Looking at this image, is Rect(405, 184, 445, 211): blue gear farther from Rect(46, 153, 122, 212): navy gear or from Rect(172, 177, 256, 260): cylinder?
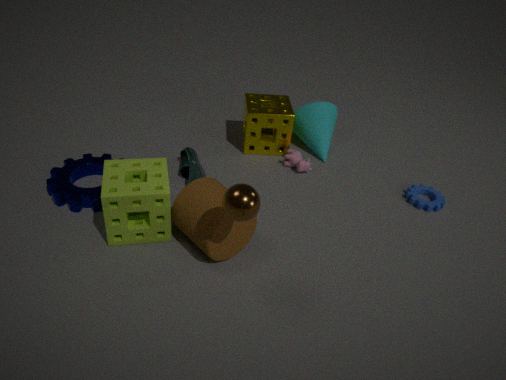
Rect(46, 153, 122, 212): navy gear
